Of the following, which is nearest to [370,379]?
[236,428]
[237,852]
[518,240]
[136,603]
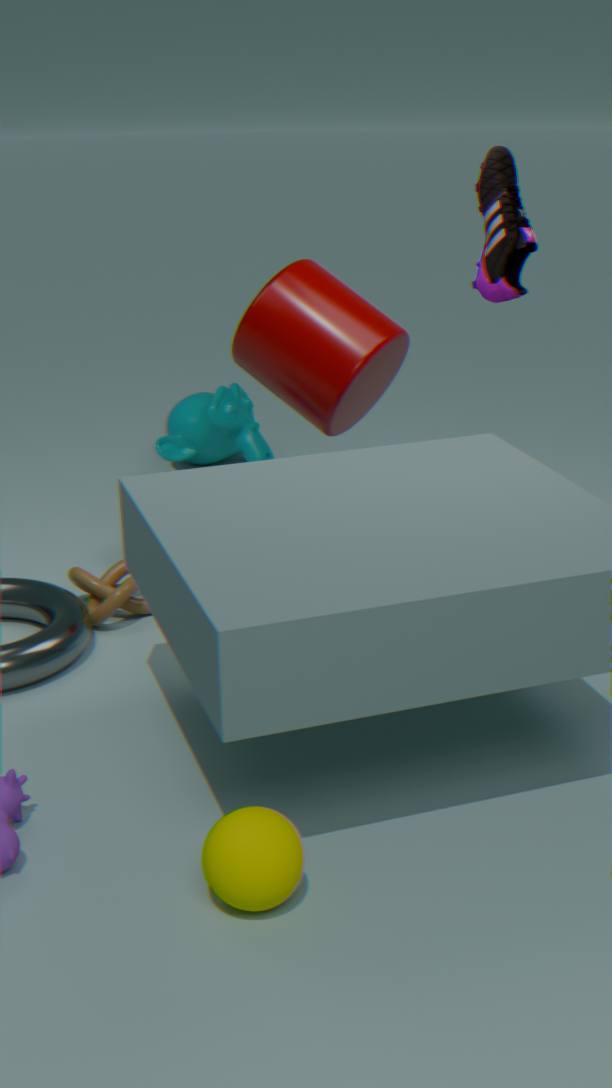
[518,240]
